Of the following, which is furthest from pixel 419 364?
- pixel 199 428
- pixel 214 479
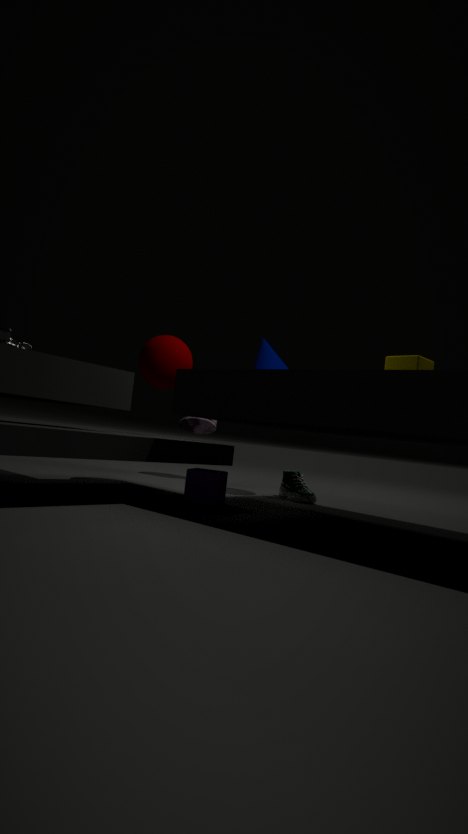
pixel 199 428
